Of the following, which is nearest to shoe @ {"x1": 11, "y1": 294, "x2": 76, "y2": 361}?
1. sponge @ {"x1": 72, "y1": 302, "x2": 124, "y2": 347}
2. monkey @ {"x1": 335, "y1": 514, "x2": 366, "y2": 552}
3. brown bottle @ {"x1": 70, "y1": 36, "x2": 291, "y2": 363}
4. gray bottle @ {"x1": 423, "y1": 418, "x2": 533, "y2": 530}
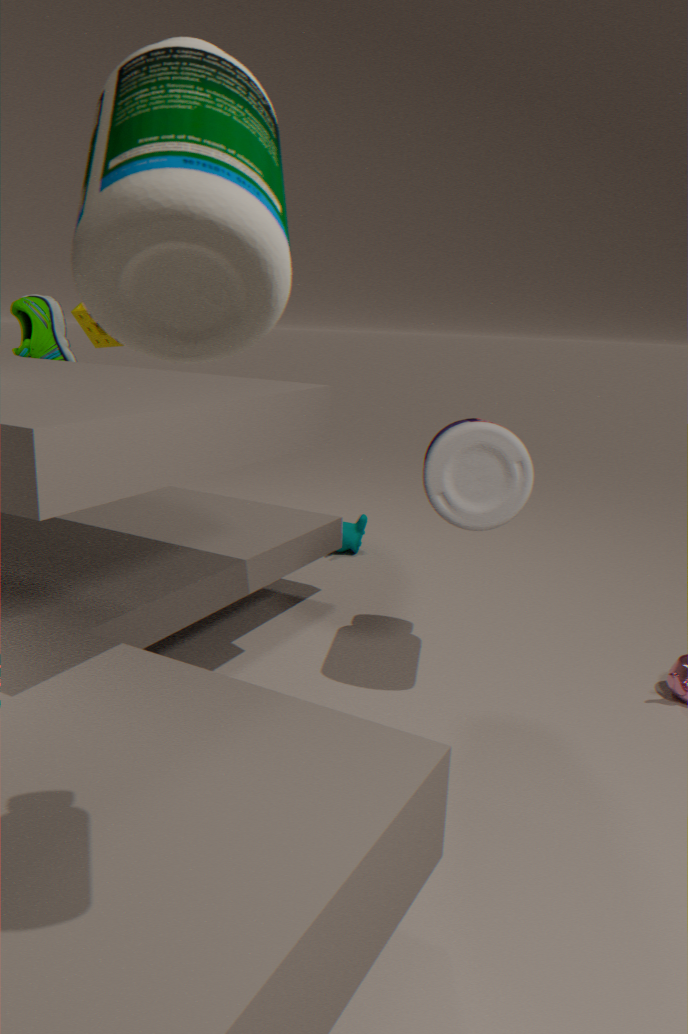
sponge @ {"x1": 72, "y1": 302, "x2": 124, "y2": 347}
